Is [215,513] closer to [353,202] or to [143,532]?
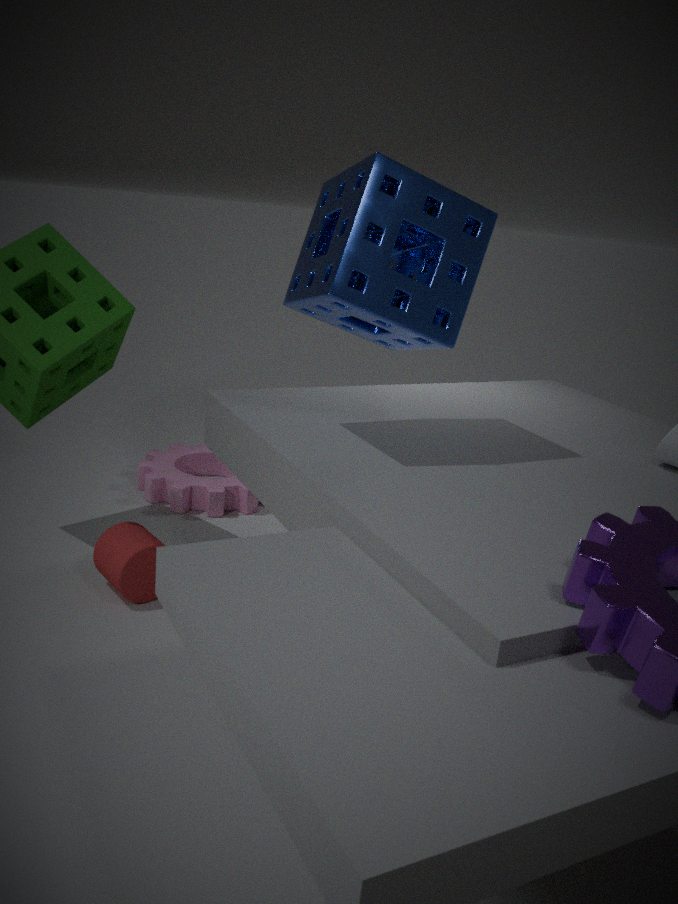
[143,532]
